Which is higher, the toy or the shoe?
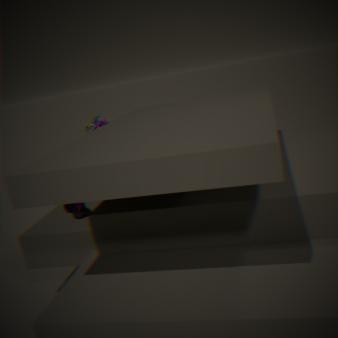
the toy
